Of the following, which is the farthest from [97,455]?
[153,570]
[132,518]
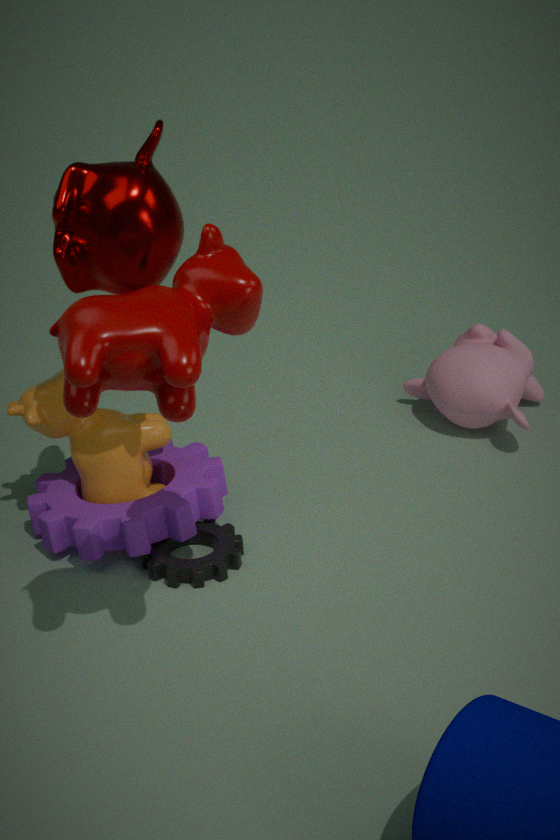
[153,570]
